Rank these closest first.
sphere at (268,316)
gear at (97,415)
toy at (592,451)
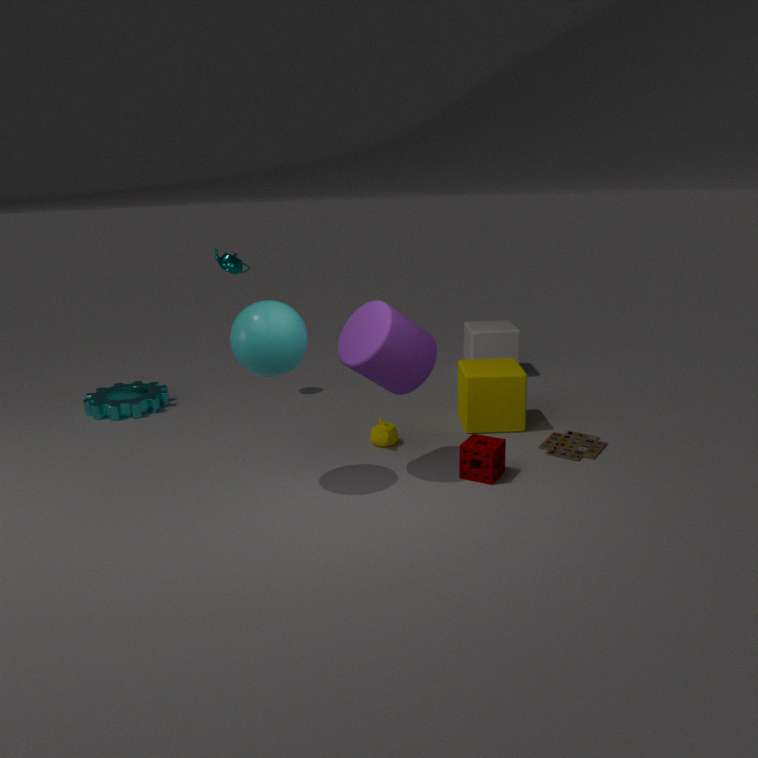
sphere at (268,316), toy at (592,451), gear at (97,415)
